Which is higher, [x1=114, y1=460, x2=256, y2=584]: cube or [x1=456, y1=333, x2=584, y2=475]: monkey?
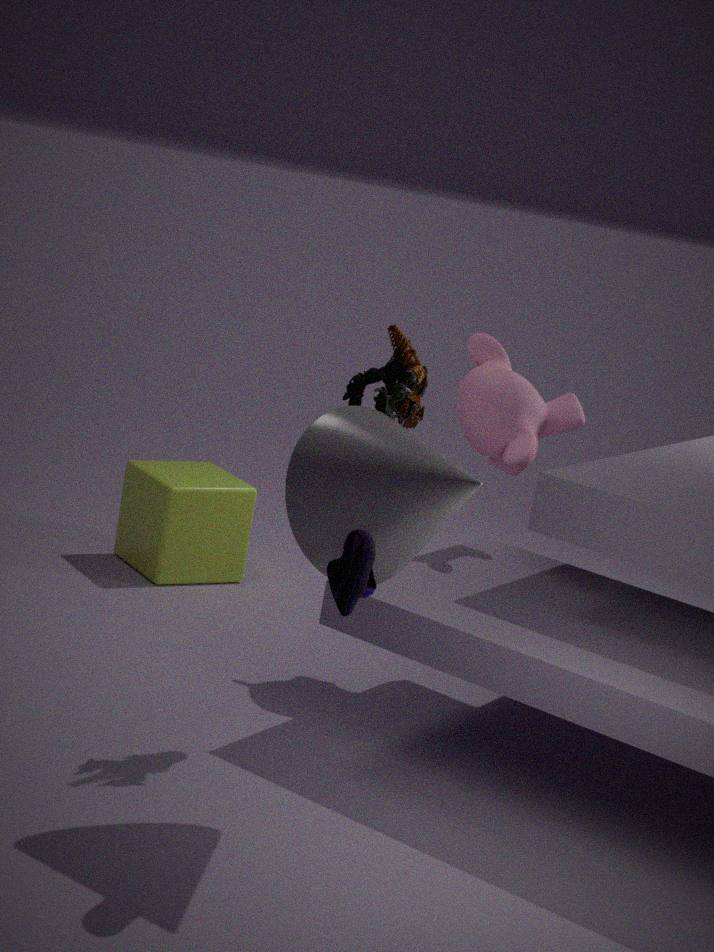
[x1=456, y1=333, x2=584, y2=475]: monkey
